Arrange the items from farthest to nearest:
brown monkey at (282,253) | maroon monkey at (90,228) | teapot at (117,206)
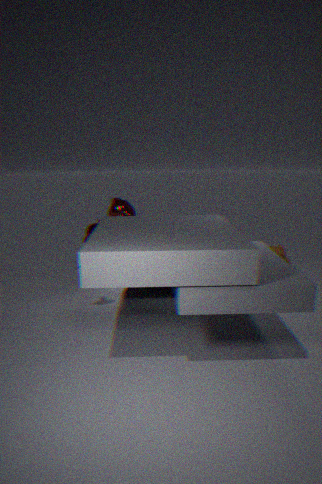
brown monkey at (282,253)
maroon monkey at (90,228)
teapot at (117,206)
